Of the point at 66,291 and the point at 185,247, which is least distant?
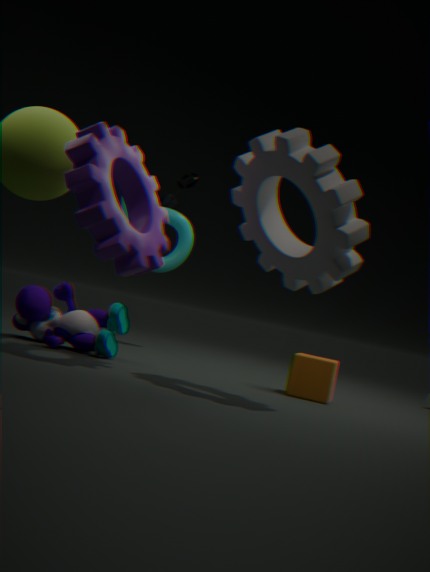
the point at 66,291
